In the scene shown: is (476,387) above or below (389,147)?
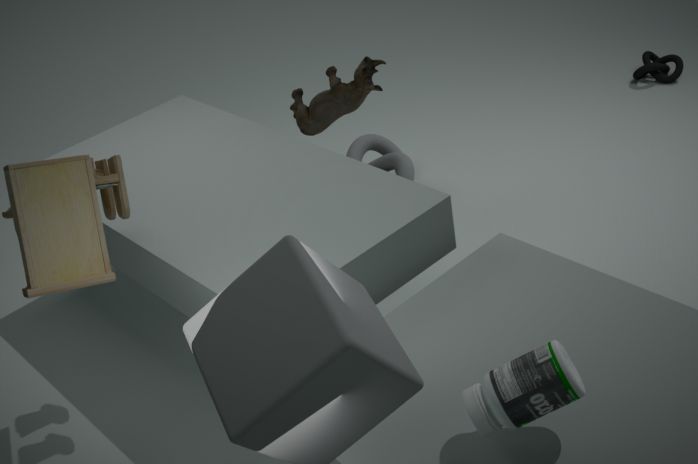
above
